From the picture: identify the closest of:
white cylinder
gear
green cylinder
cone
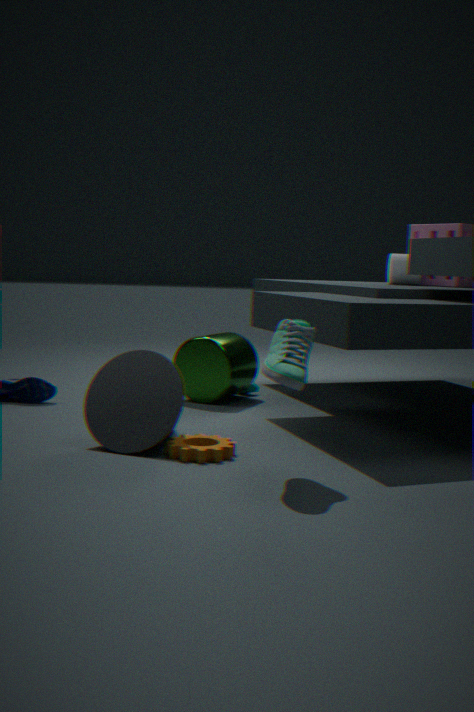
gear
